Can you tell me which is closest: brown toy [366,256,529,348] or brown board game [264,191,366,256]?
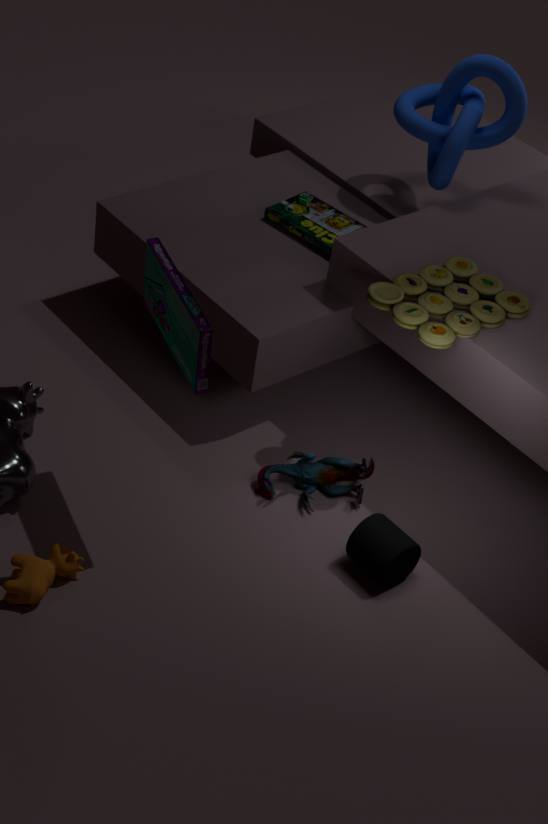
brown toy [366,256,529,348]
